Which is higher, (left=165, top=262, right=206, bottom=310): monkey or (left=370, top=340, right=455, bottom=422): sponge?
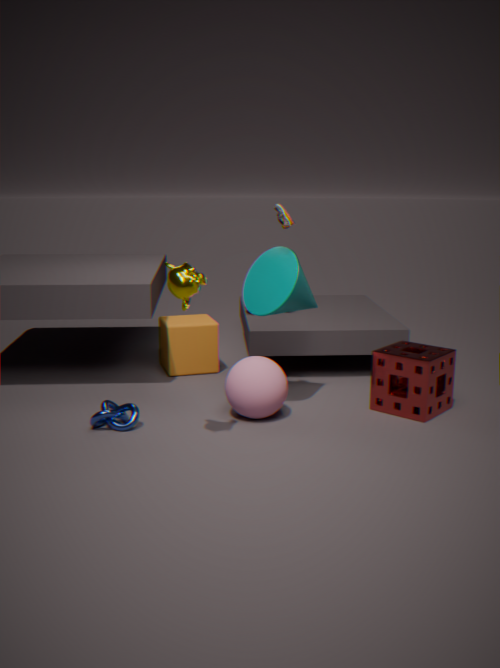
(left=165, top=262, right=206, bottom=310): monkey
